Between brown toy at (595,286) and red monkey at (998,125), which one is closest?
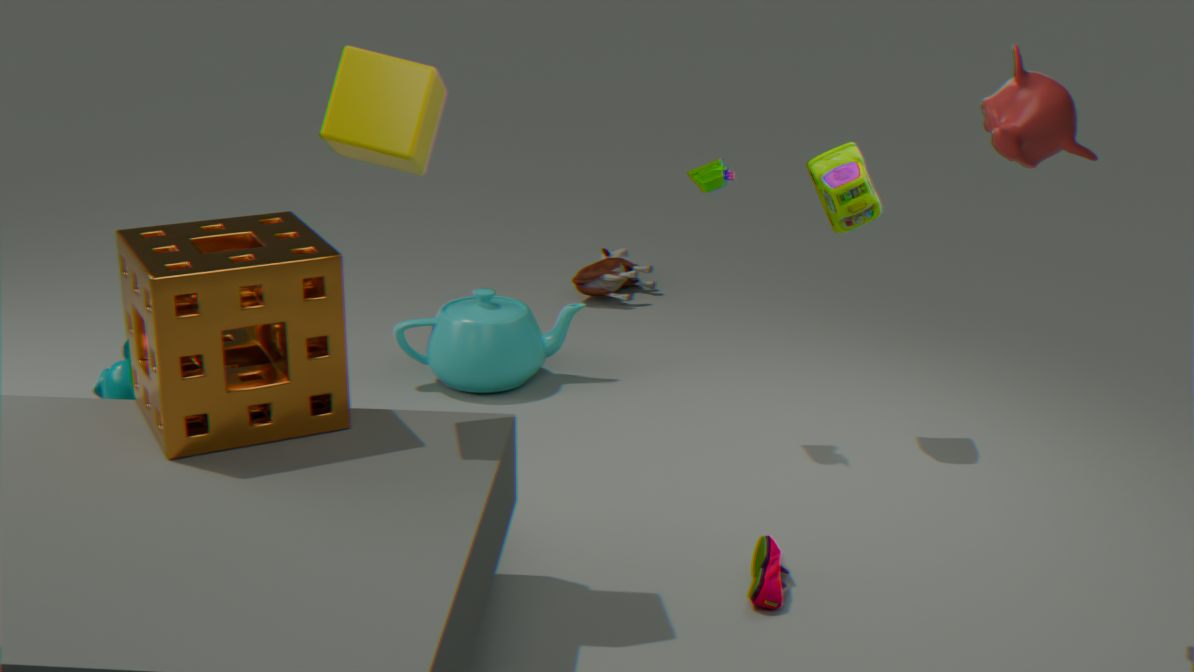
red monkey at (998,125)
